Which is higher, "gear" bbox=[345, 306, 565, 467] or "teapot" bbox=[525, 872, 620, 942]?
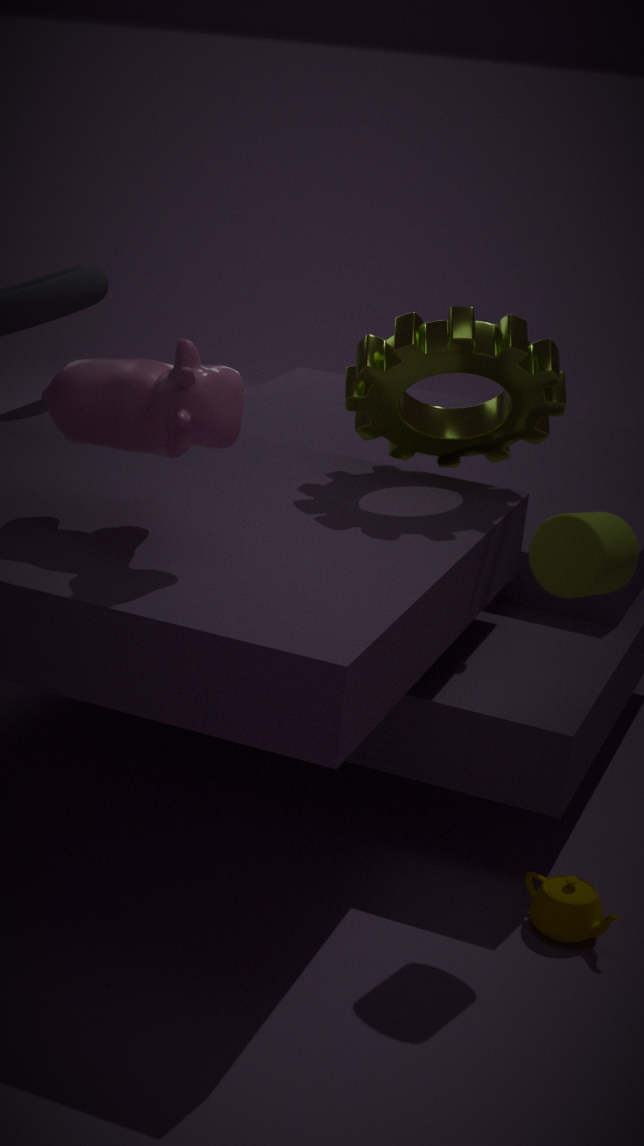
"gear" bbox=[345, 306, 565, 467]
